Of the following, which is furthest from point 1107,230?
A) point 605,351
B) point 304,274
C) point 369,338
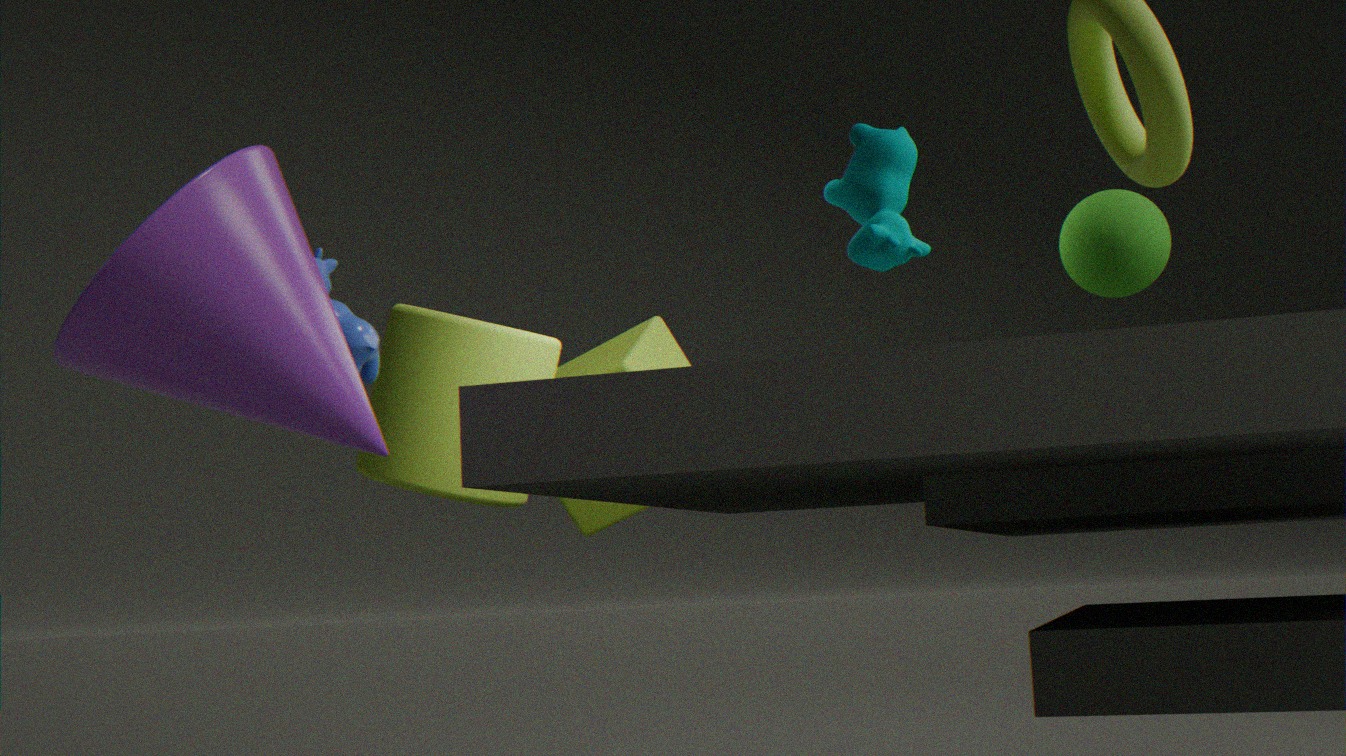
point 605,351
